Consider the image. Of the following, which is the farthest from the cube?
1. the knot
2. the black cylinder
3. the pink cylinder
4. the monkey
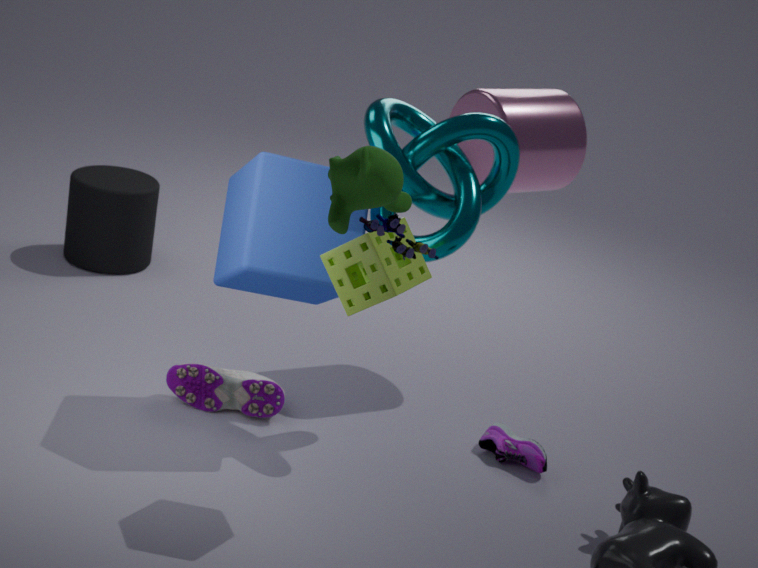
the black cylinder
